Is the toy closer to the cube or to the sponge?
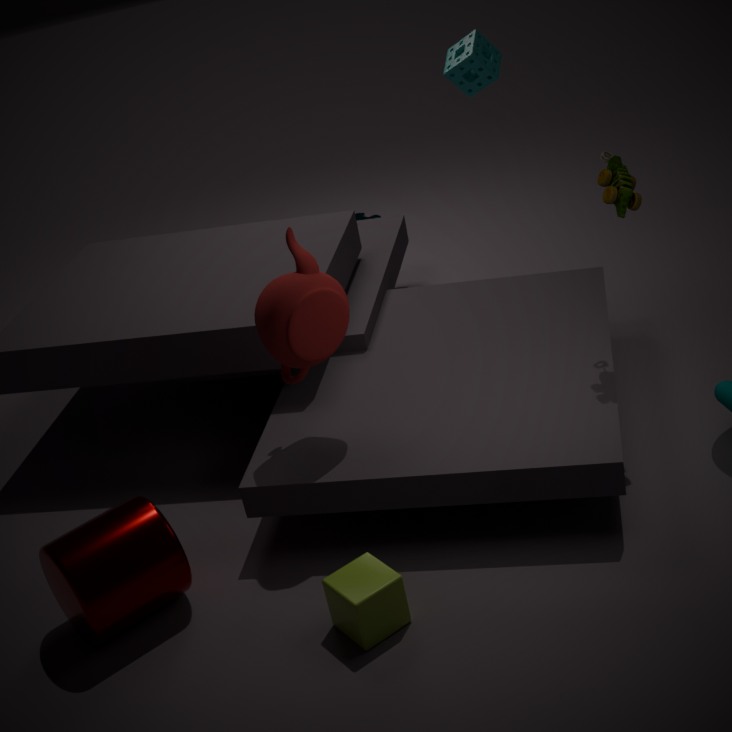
the sponge
